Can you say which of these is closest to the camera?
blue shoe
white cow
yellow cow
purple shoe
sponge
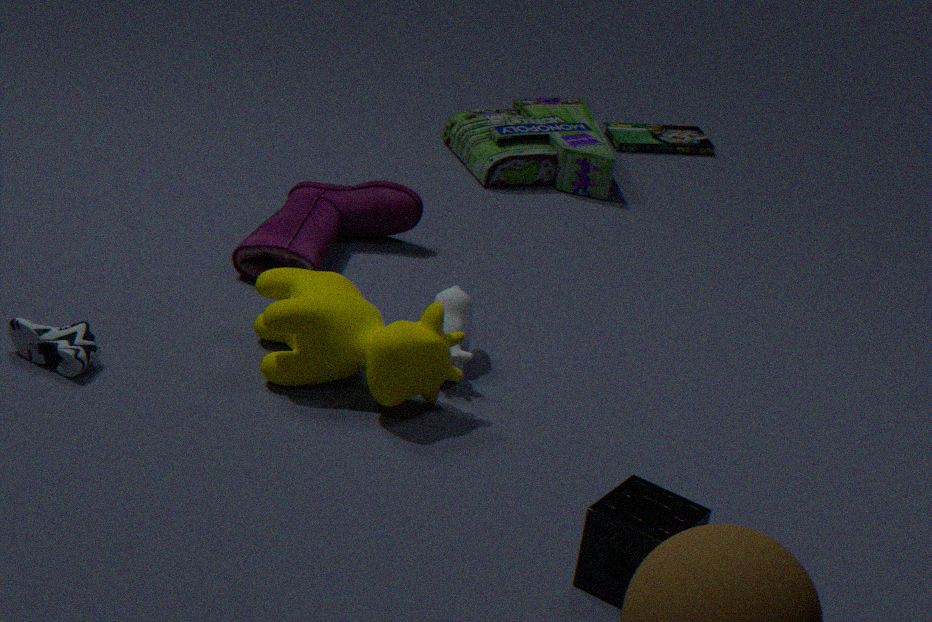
sponge
